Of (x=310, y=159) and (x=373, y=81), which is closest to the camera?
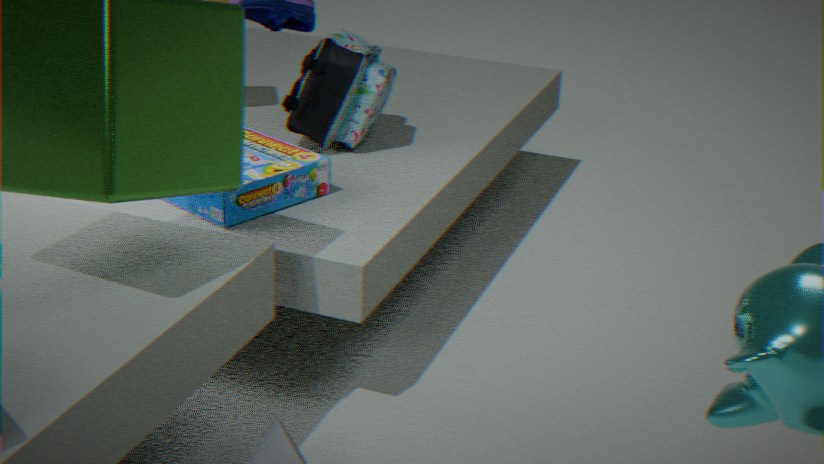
(x=310, y=159)
